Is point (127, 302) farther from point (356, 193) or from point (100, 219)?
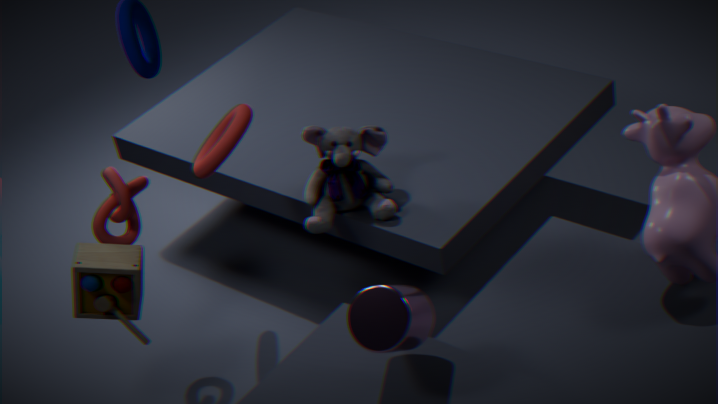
point (356, 193)
